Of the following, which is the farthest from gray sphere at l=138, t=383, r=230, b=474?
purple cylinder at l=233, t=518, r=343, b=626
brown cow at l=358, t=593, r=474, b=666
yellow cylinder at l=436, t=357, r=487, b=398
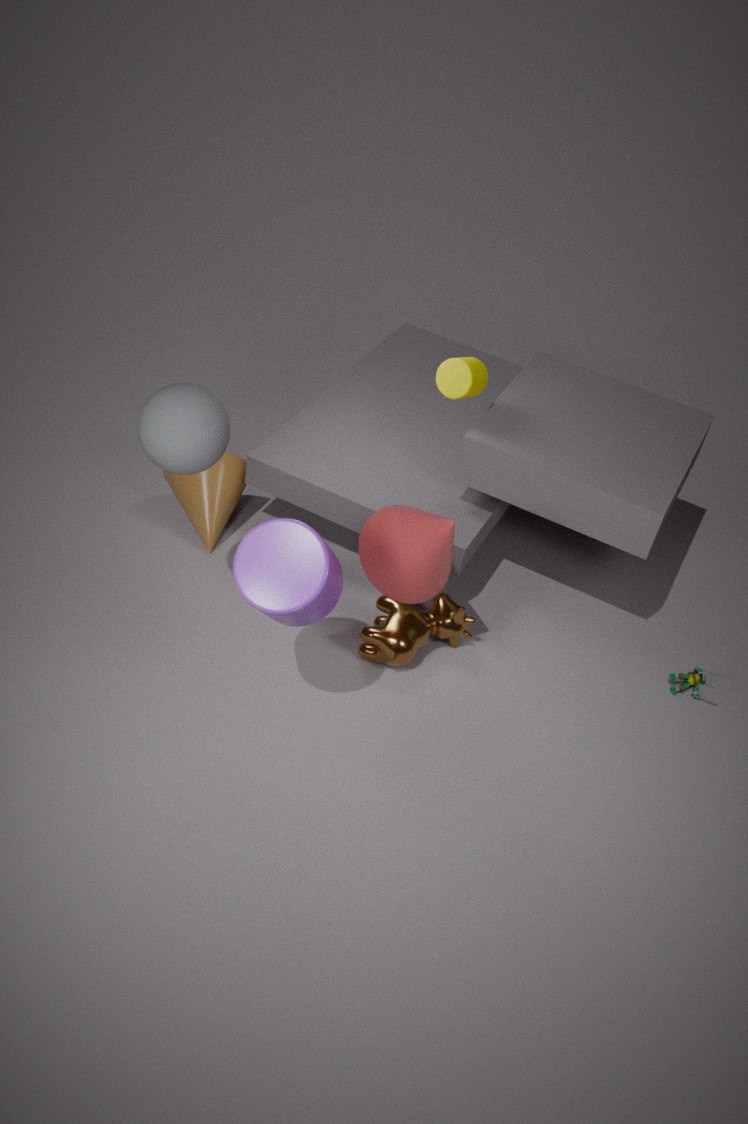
yellow cylinder at l=436, t=357, r=487, b=398
